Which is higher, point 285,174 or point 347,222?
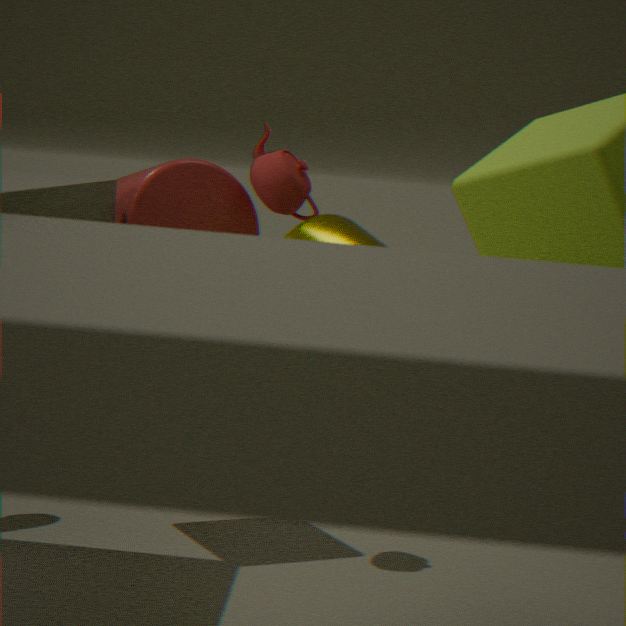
point 285,174
